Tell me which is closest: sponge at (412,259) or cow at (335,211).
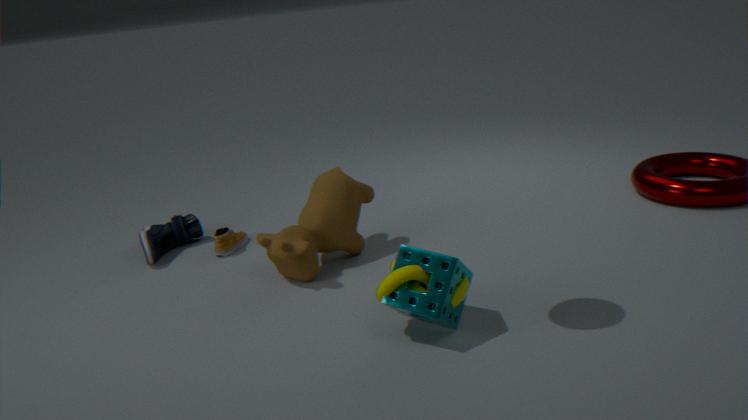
sponge at (412,259)
